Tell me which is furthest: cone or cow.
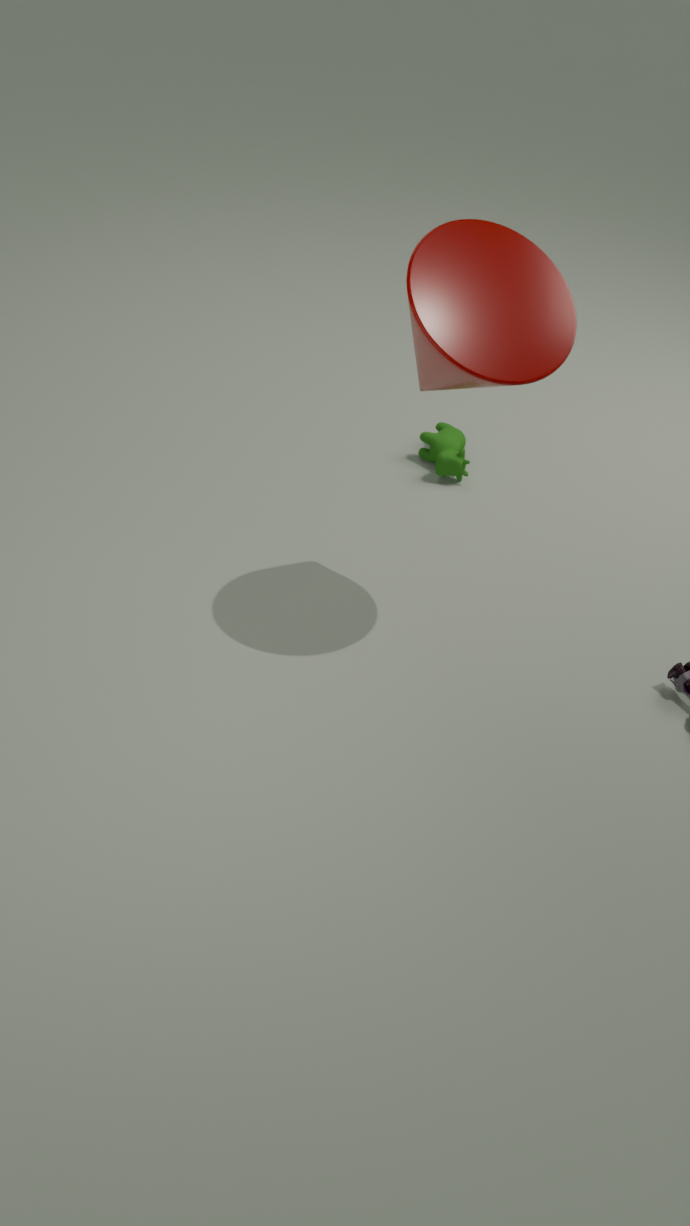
cow
